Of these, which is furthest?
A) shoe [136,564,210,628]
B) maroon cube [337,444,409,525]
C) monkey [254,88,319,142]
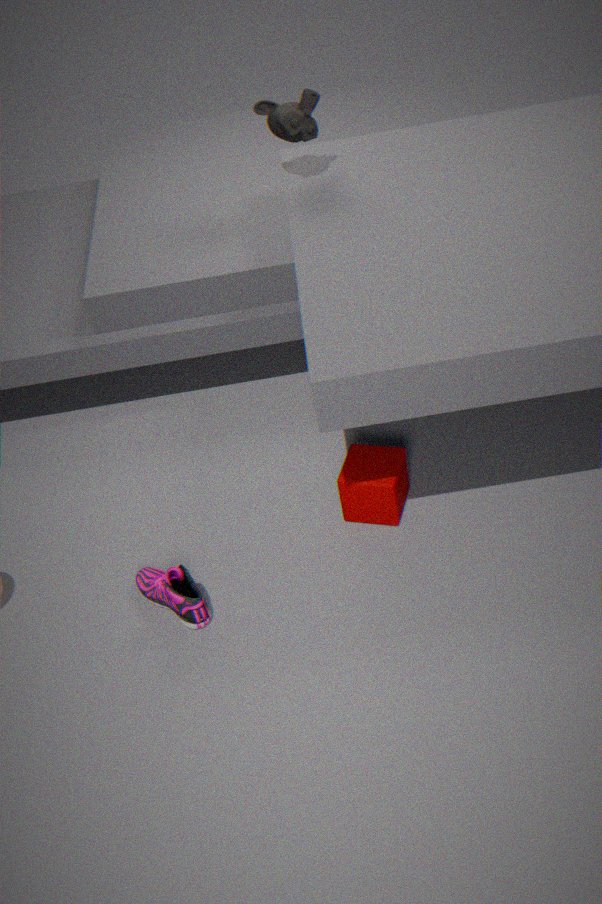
monkey [254,88,319,142]
